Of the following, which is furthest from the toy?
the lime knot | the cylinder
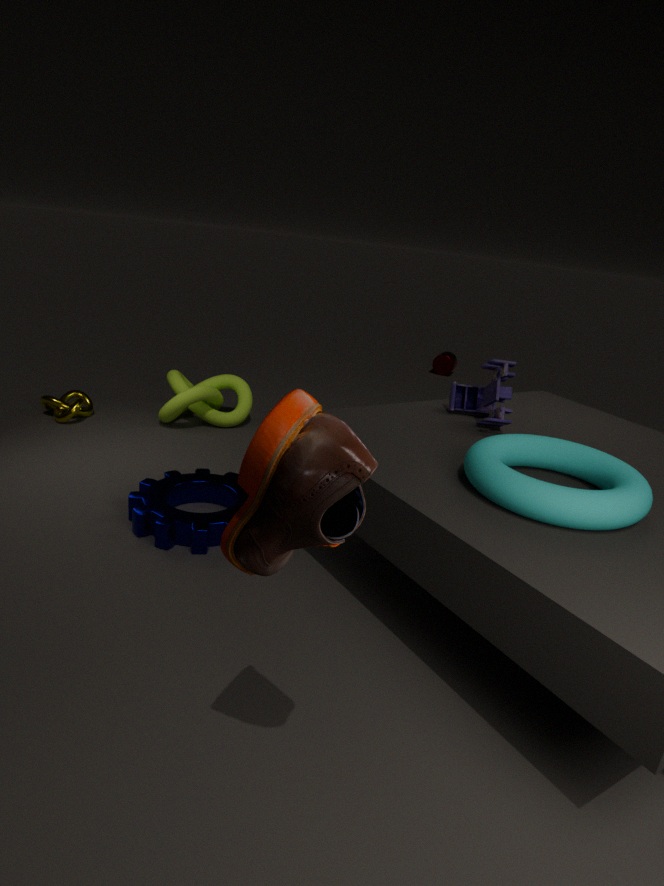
the cylinder
